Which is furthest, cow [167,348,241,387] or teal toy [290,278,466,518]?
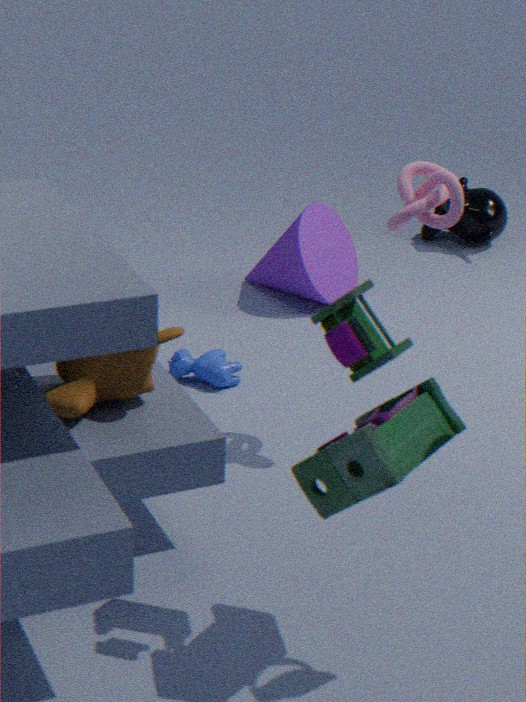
cow [167,348,241,387]
